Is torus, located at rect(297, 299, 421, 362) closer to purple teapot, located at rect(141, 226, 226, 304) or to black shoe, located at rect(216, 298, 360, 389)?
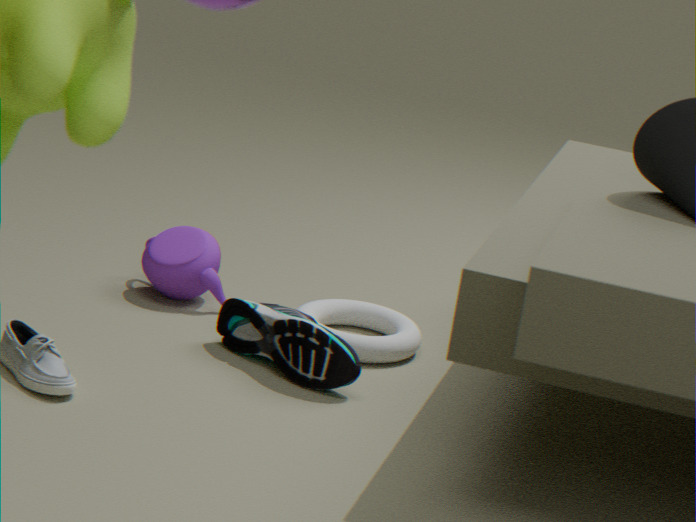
black shoe, located at rect(216, 298, 360, 389)
